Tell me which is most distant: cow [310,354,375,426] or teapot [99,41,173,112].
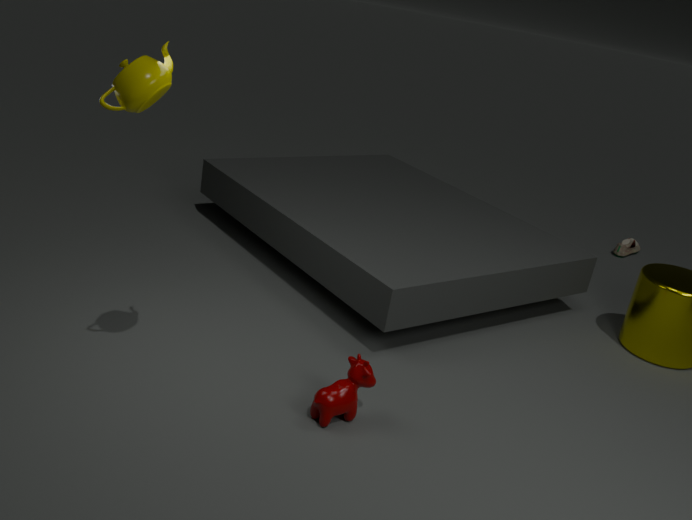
cow [310,354,375,426]
